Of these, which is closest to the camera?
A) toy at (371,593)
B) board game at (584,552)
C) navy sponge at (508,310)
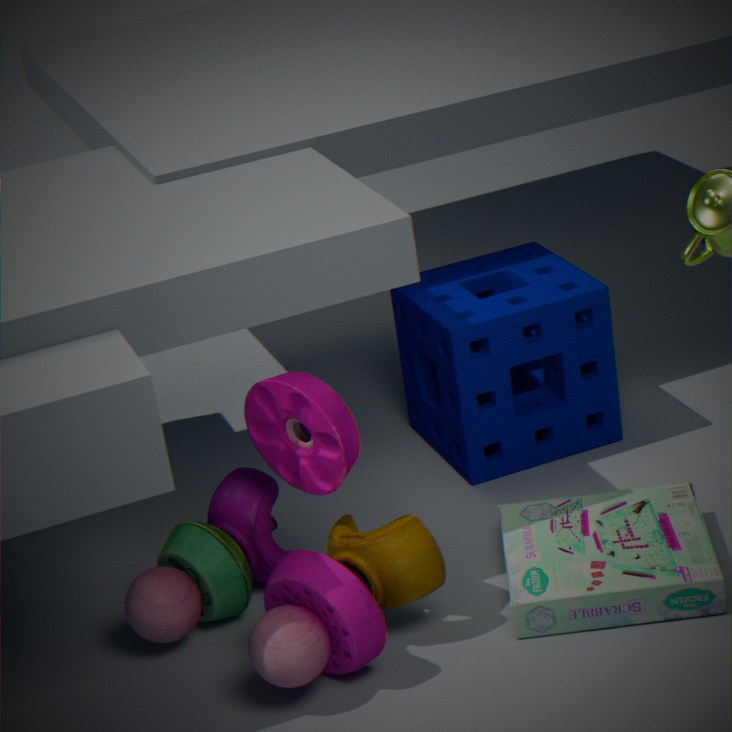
toy at (371,593)
